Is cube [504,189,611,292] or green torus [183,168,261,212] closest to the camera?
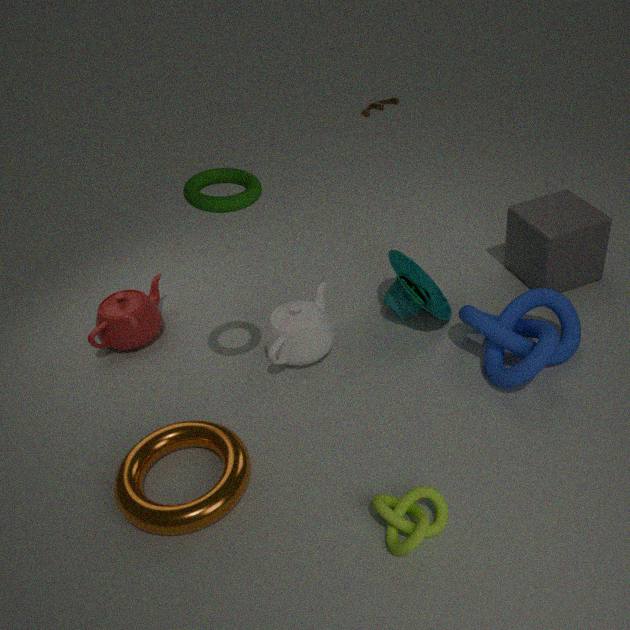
green torus [183,168,261,212]
